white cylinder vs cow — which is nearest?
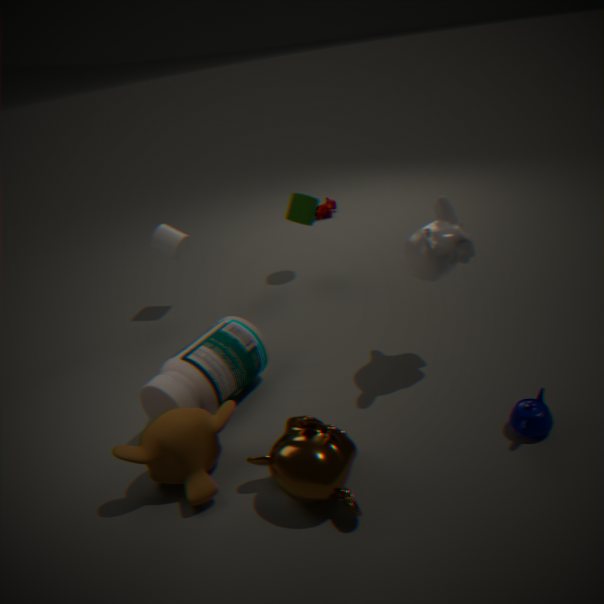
white cylinder
